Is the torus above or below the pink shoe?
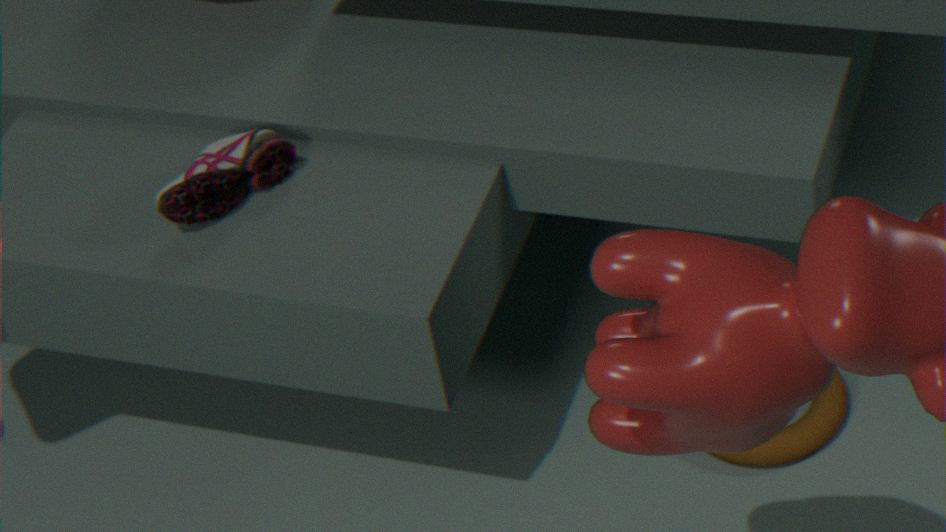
below
